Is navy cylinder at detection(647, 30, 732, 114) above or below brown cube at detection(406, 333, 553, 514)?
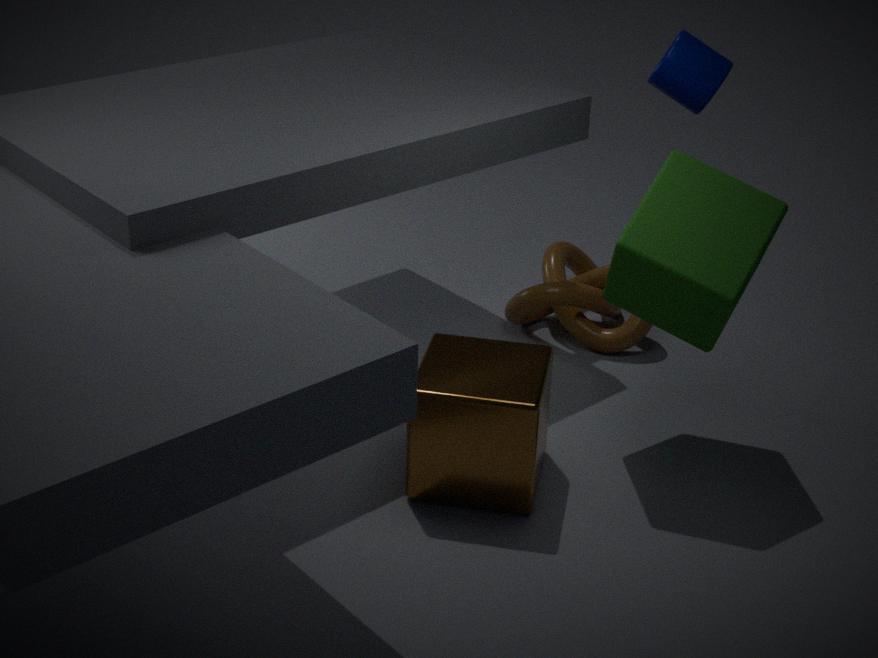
above
